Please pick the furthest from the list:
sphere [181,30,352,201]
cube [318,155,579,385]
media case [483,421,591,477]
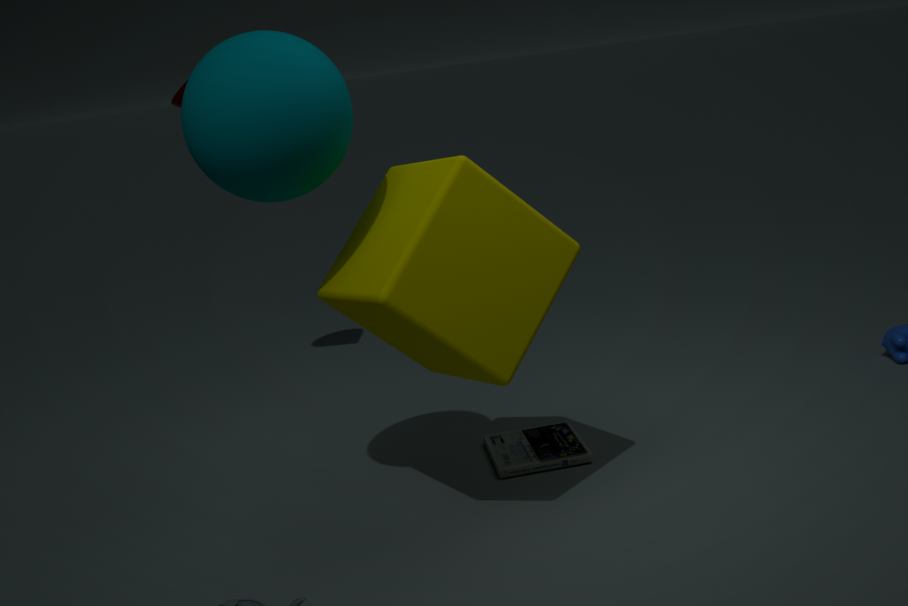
media case [483,421,591,477]
